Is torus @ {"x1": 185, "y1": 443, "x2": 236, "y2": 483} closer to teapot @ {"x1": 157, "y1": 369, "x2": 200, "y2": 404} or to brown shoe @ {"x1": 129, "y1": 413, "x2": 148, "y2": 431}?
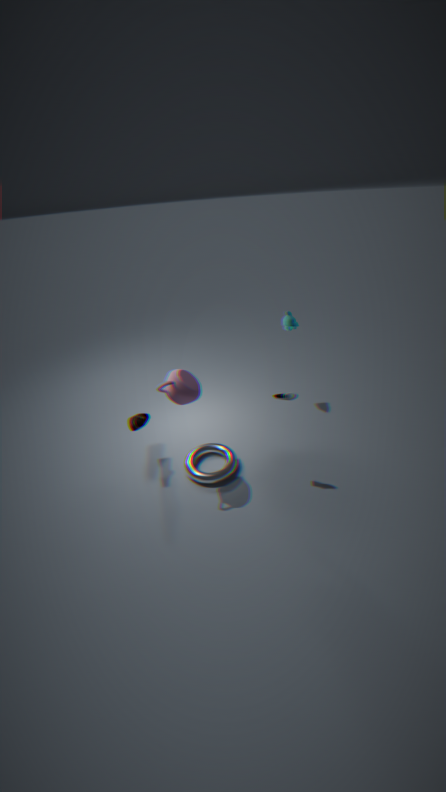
brown shoe @ {"x1": 129, "y1": 413, "x2": 148, "y2": 431}
